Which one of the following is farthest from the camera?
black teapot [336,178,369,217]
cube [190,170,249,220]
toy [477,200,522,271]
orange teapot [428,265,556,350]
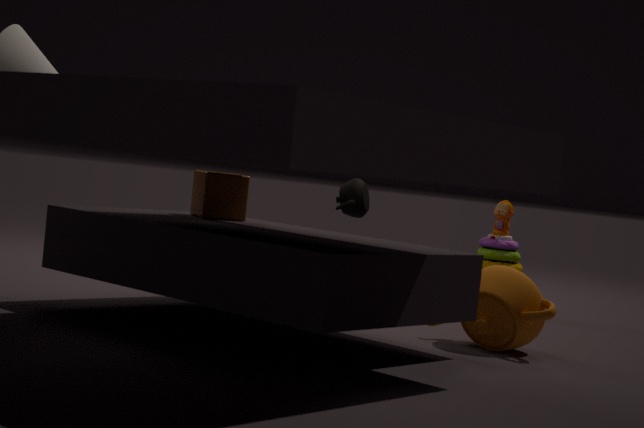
toy [477,200,522,271]
